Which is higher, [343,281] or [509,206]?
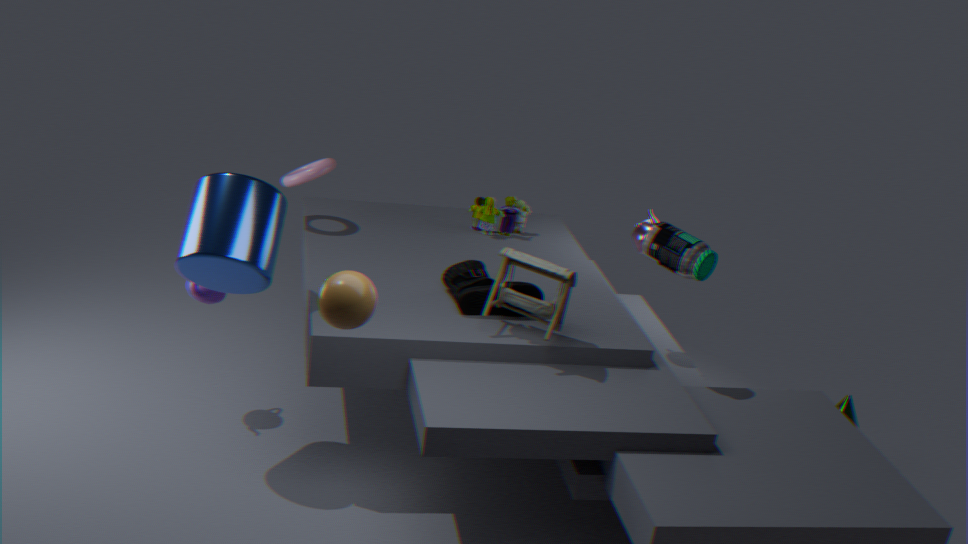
[343,281]
